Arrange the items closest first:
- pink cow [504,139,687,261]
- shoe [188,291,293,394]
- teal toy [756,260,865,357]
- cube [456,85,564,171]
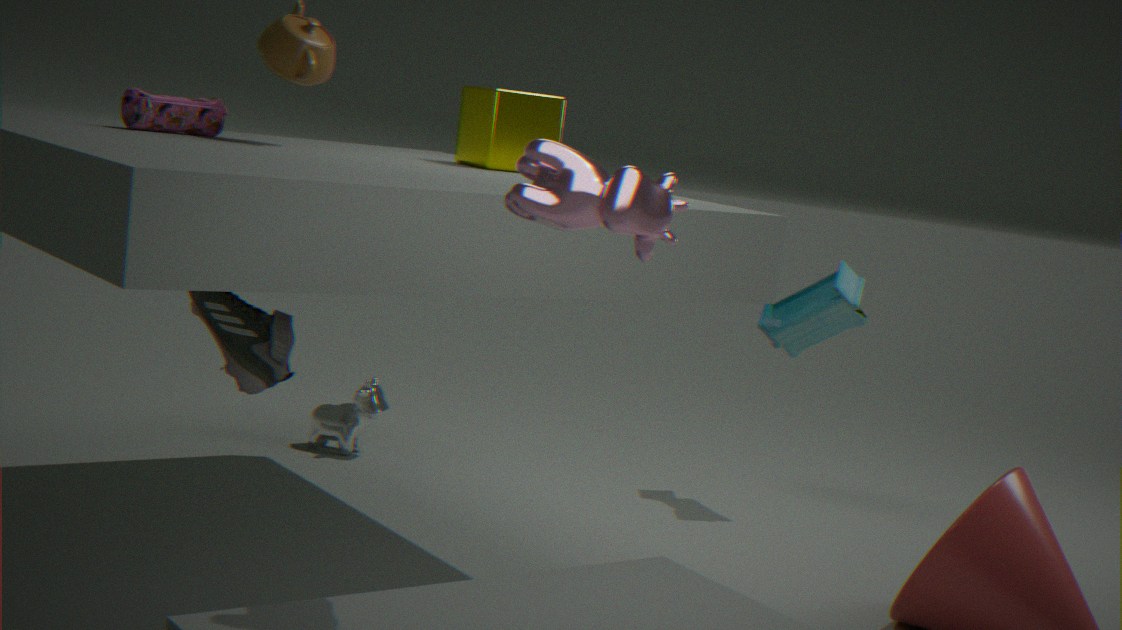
pink cow [504,139,687,261]
shoe [188,291,293,394]
cube [456,85,564,171]
teal toy [756,260,865,357]
